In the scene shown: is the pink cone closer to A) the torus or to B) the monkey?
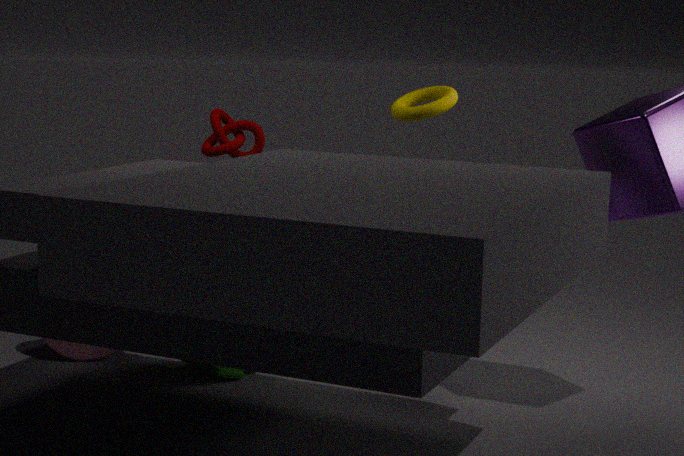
B) the monkey
